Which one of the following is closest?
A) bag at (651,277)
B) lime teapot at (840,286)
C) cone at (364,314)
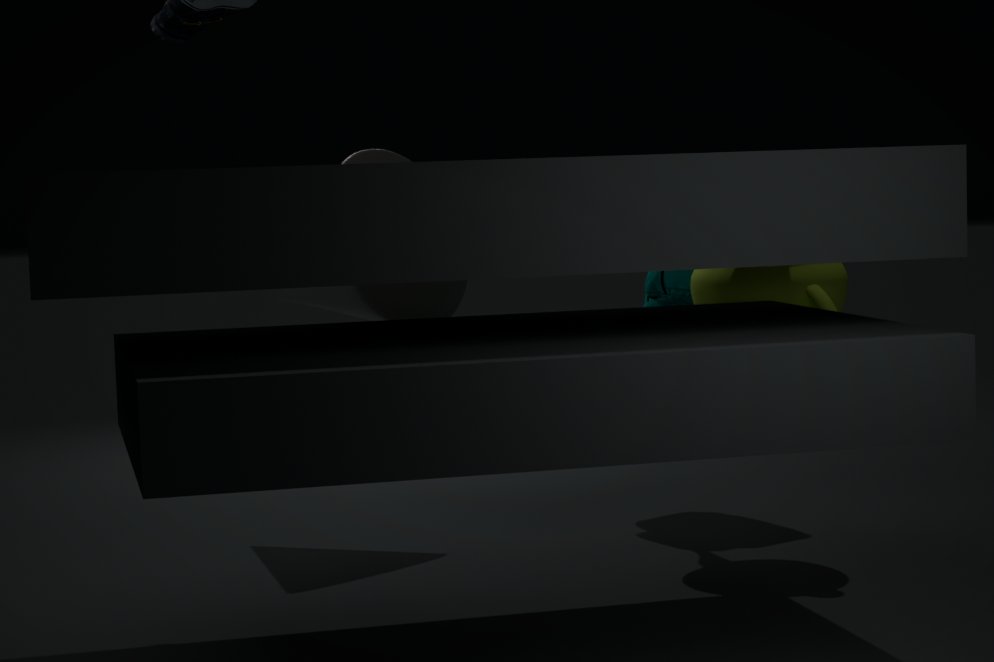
B. lime teapot at (840,286)
